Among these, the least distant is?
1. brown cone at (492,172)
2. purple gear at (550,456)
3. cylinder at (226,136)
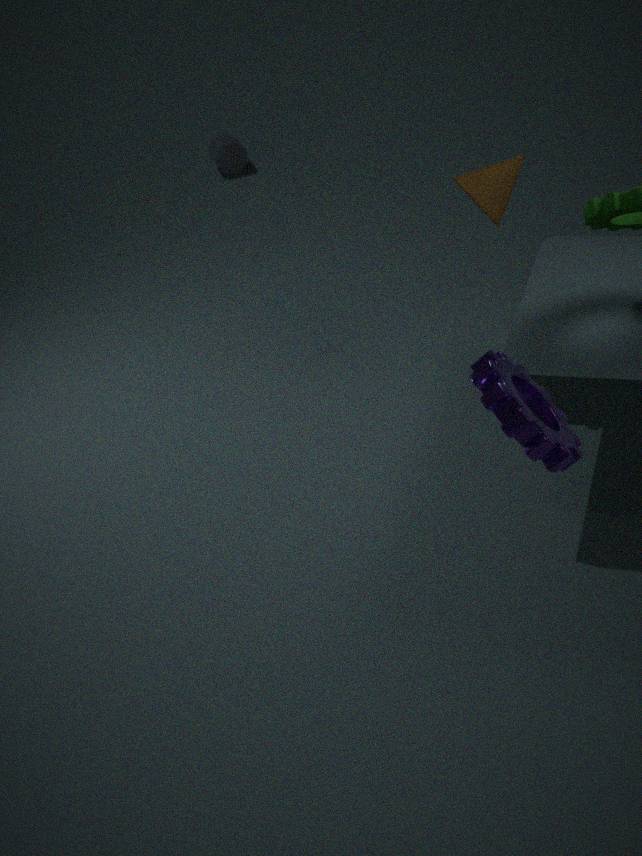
purple gear at (550,456)
